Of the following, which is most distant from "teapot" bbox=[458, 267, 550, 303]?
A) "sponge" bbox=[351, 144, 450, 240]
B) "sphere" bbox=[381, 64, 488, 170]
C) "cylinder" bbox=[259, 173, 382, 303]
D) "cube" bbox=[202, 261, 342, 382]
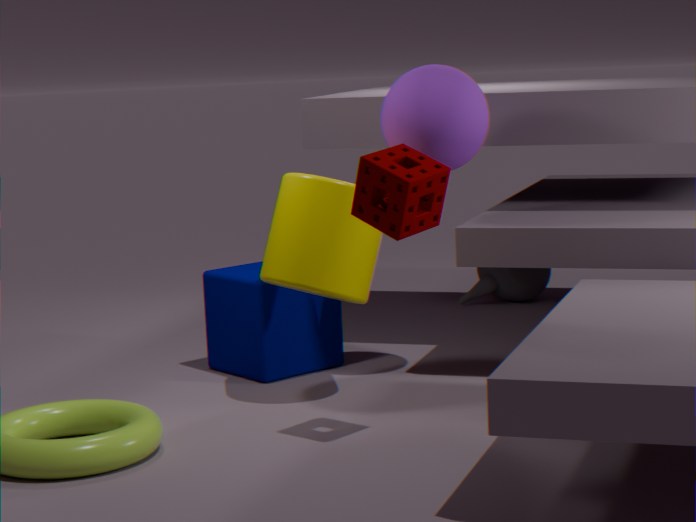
"sponge" bbox=[351, 144, 450, 240]
